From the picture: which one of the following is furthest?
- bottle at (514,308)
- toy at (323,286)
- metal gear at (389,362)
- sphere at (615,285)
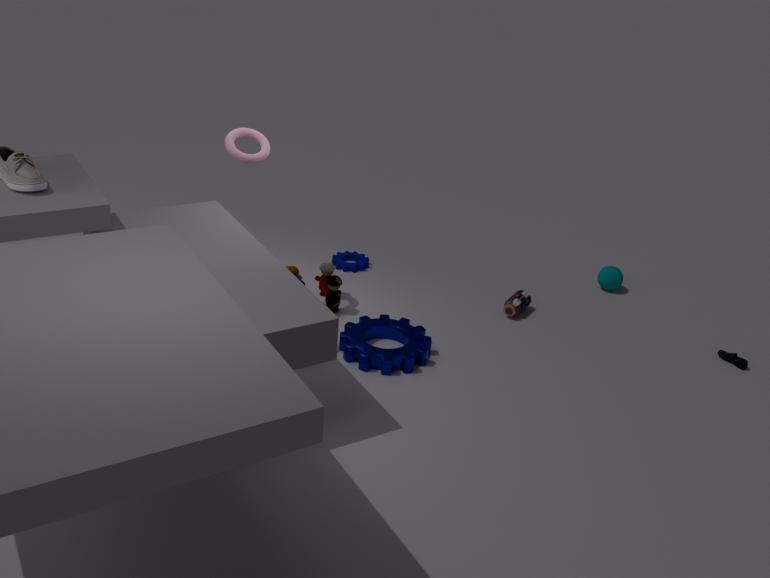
sphere at (615,285)
